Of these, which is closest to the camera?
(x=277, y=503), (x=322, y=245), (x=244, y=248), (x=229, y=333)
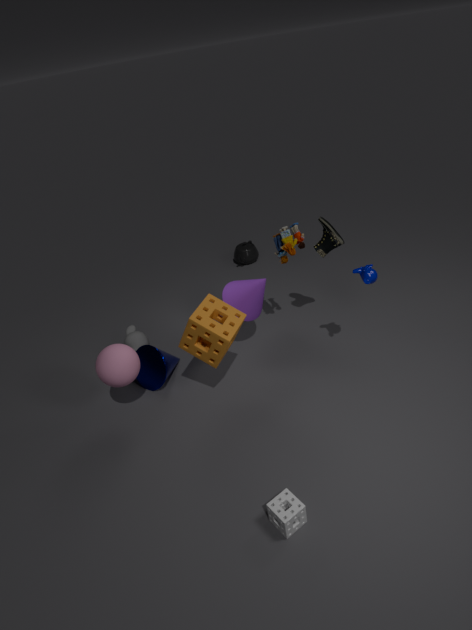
(x=277, y=503)
